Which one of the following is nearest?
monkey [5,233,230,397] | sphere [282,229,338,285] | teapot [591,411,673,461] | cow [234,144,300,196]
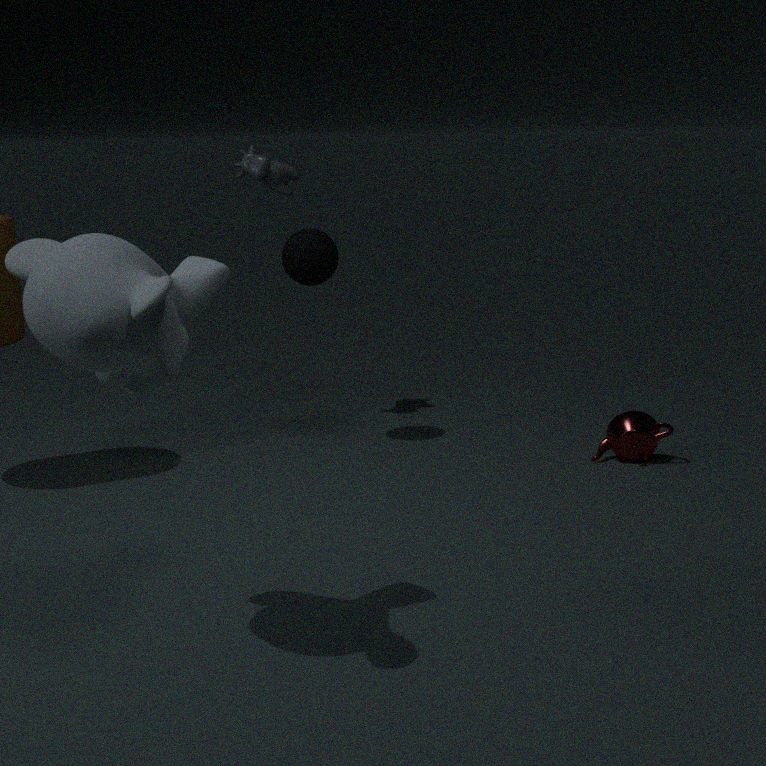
monkey [5,233,230,397]
